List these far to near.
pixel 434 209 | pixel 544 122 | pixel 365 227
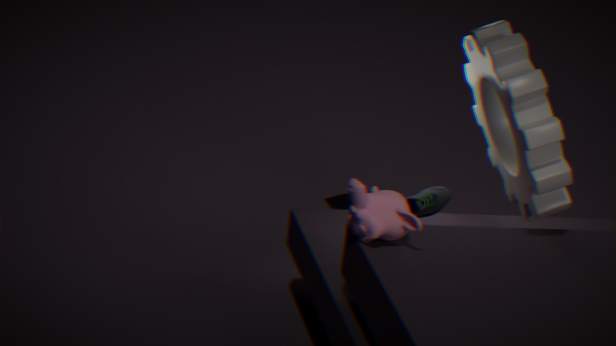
pixel 434 209
pixel 544 122
pixel 365 227
